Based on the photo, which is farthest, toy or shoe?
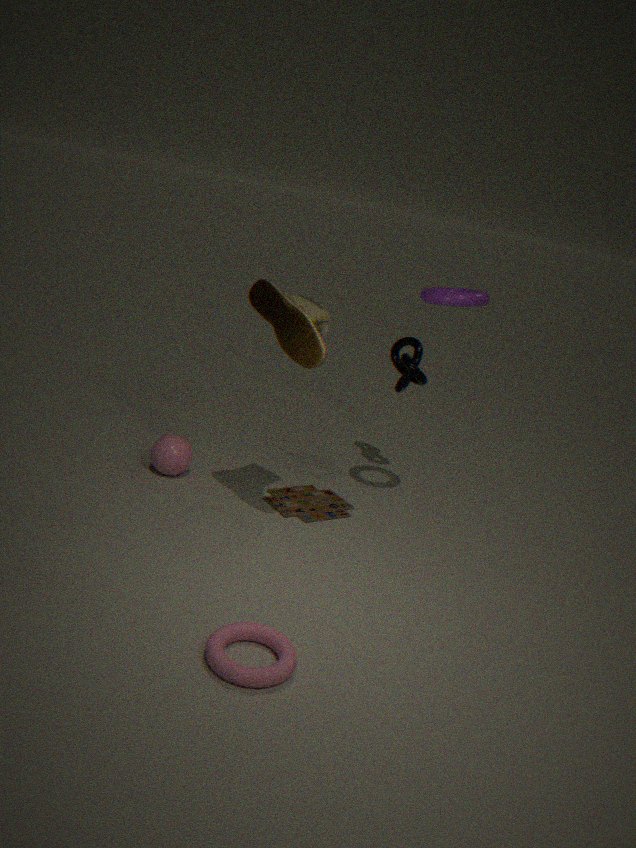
toy
